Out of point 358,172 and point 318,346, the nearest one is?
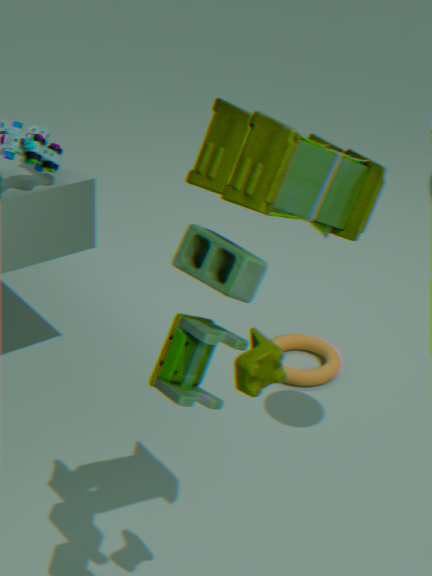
point 358,172
